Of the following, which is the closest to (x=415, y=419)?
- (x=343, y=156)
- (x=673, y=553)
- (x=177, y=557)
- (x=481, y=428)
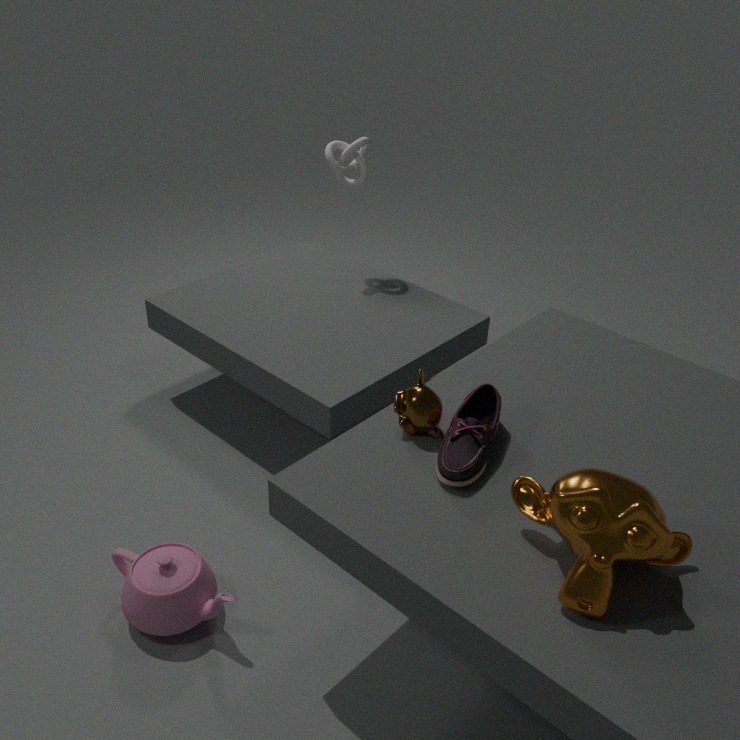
(x=481, y=428)
